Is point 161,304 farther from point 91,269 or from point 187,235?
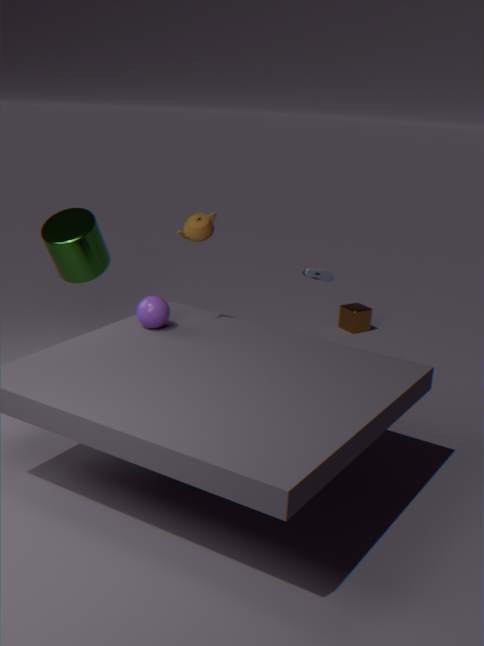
point 91,269
